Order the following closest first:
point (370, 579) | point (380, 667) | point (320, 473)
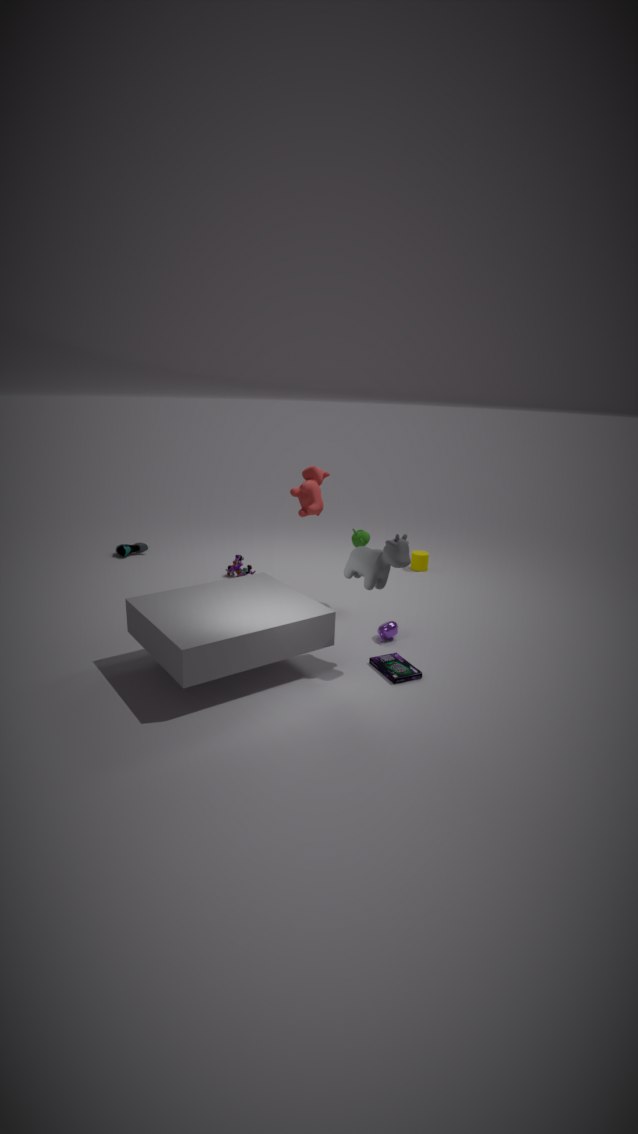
point (370, 579)
point (380, 667)
point (320, 473)
